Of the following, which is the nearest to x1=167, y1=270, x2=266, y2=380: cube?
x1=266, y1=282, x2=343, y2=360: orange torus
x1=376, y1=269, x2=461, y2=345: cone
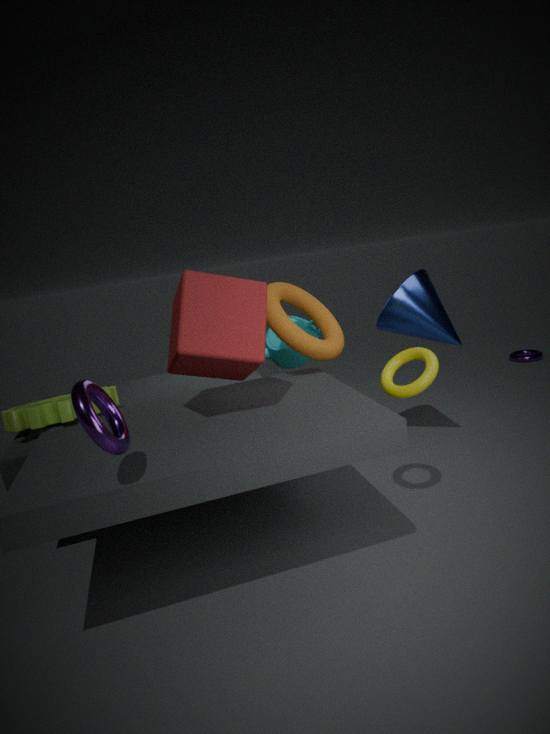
x1=266, y1=282, x2=343, y2=360: orange torus
